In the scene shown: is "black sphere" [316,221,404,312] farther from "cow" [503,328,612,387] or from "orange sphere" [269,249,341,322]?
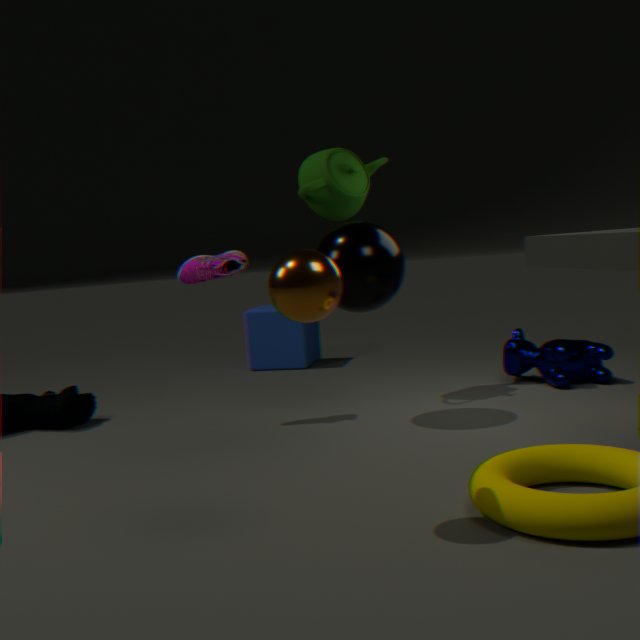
"orange sphere" [269,249,341,322]
